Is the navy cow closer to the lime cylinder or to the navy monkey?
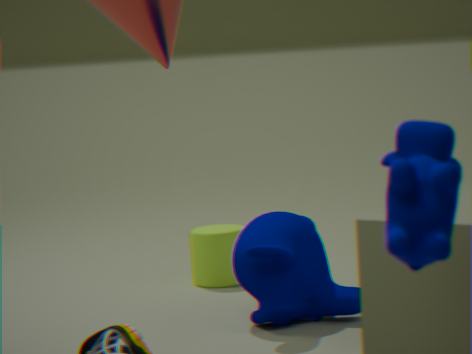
the navy monkey
